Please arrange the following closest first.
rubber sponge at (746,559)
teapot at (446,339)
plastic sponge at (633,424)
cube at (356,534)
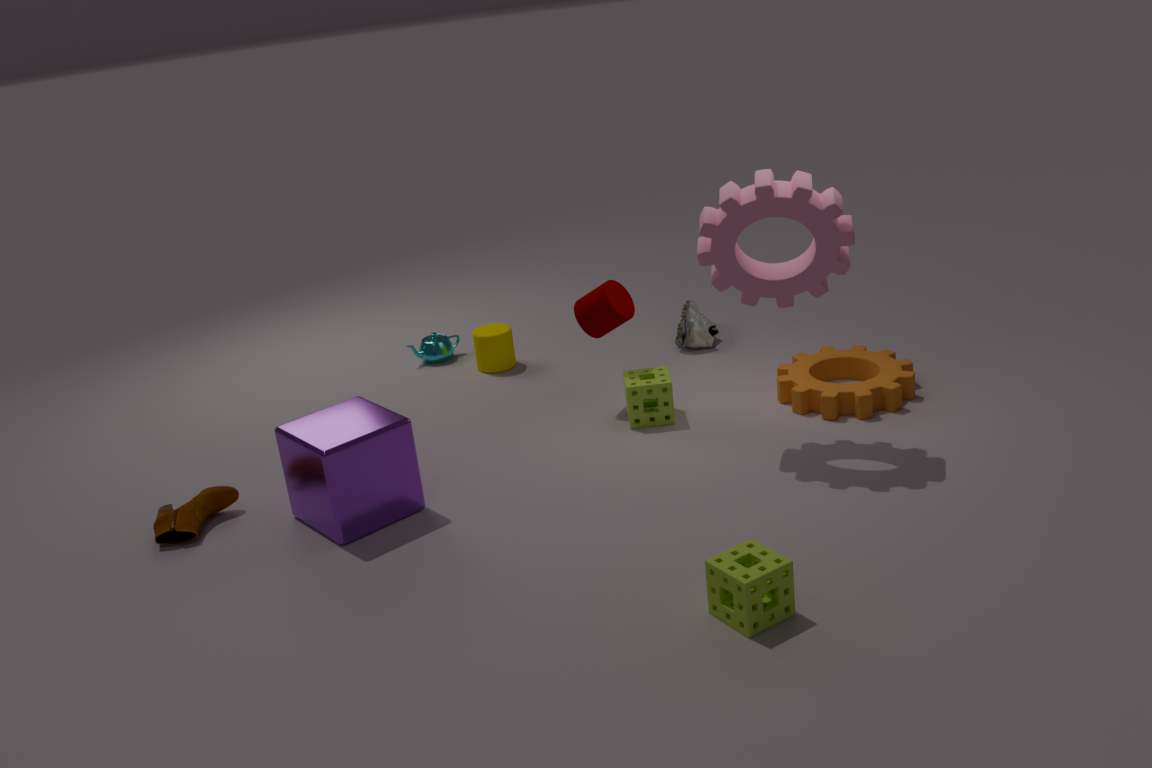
rubber sponge at (746,559) → cube at (356,534) → plastic sponge at (633,424) → teapot at (446,339)
